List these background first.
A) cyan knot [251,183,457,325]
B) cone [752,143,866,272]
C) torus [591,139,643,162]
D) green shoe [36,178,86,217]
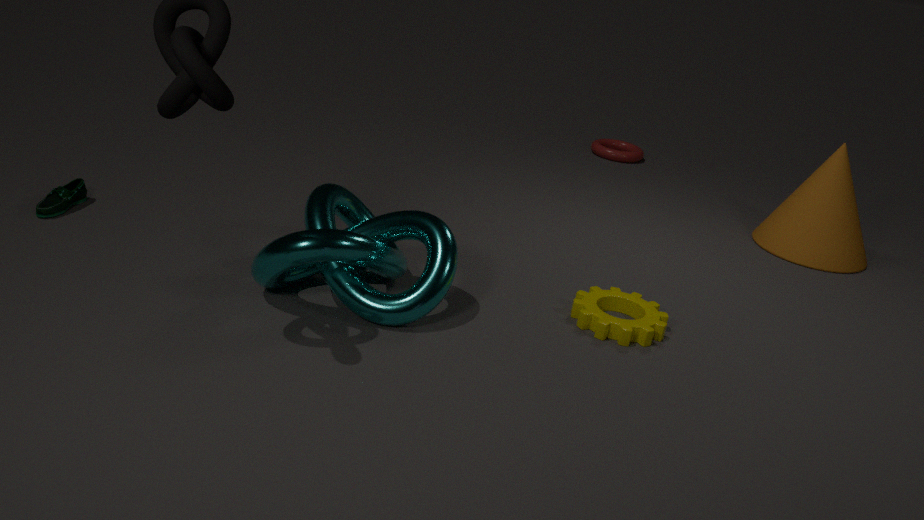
torus [591,139,643,162]
cone [752,143,866,272]
green shoe [36,178,86,217]
cyan knot [251,183,457,325]
